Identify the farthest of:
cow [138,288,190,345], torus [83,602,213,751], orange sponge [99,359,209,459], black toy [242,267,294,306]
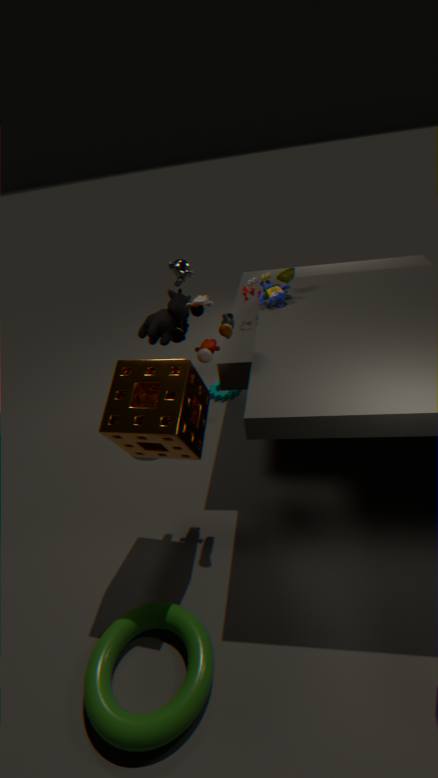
cow [138,288,190,345]
